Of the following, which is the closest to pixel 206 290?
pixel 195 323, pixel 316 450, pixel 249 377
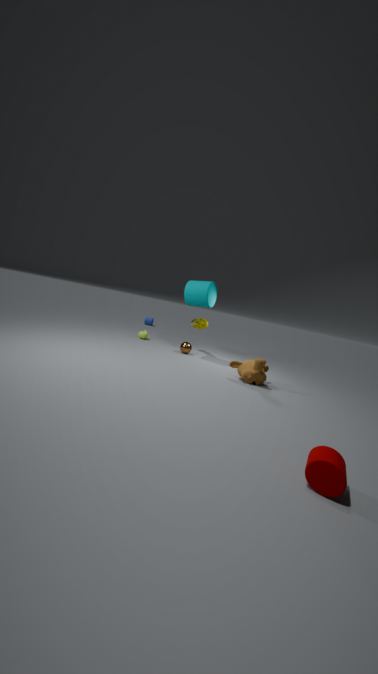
pixel 195 323
